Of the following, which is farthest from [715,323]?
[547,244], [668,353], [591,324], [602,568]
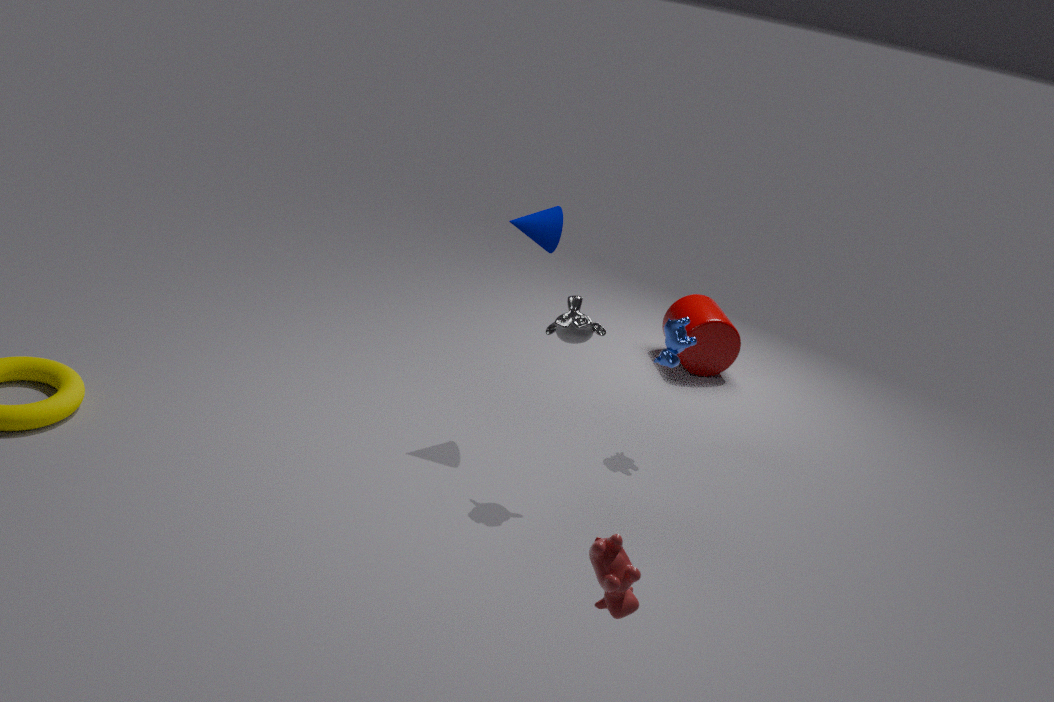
[602,568]
